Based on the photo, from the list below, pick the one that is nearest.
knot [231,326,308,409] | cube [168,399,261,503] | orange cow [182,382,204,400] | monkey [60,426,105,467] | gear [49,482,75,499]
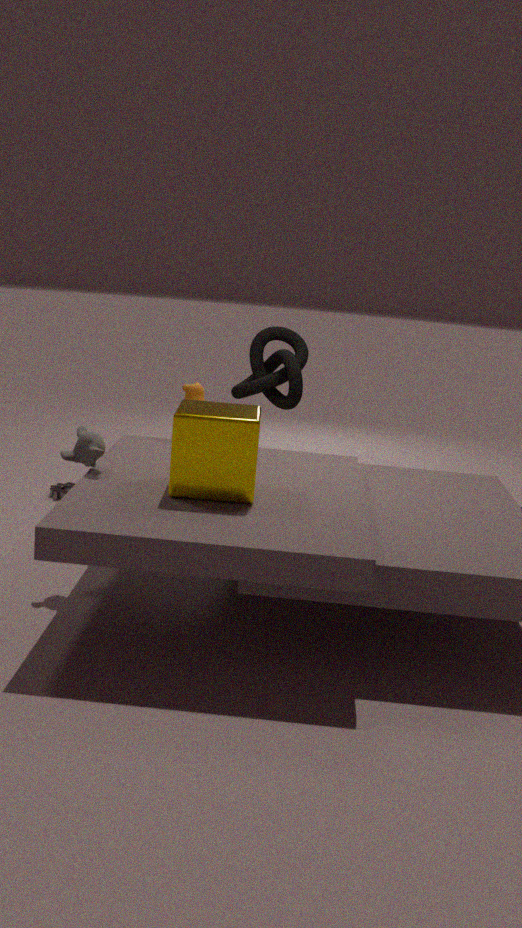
cube [168,399,261,503]
